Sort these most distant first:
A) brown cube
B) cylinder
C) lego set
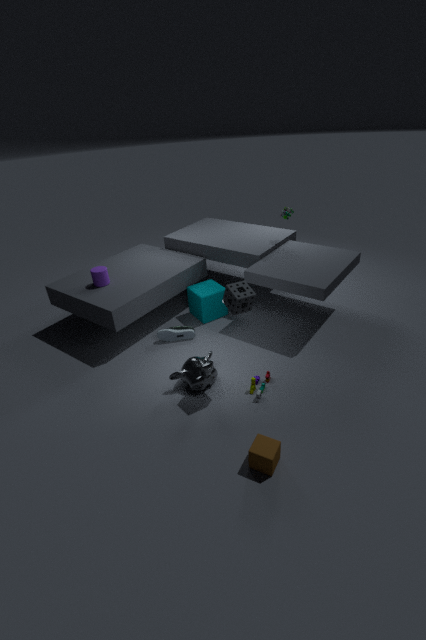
cylinder, lego set, brown cube
